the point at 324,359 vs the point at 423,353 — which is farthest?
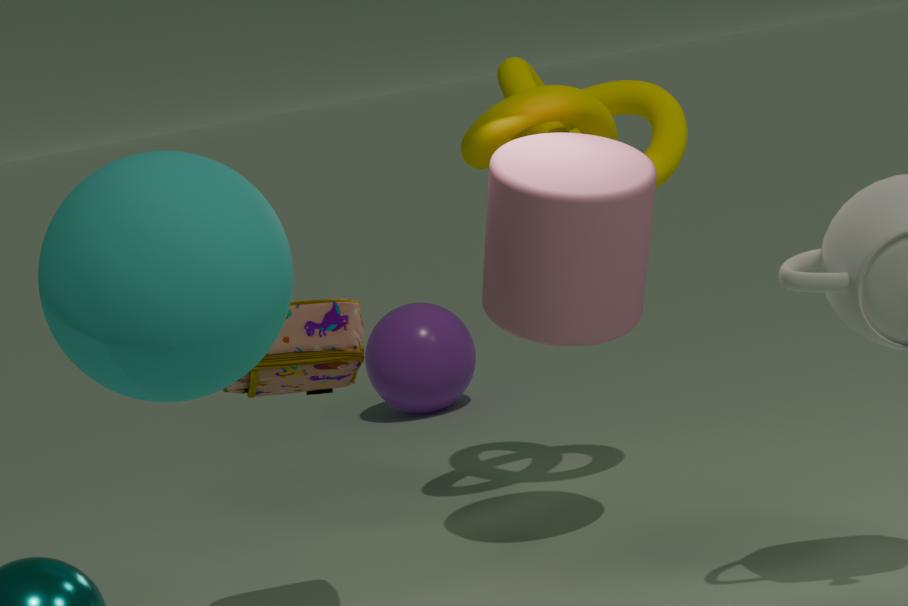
the point at 423,353
